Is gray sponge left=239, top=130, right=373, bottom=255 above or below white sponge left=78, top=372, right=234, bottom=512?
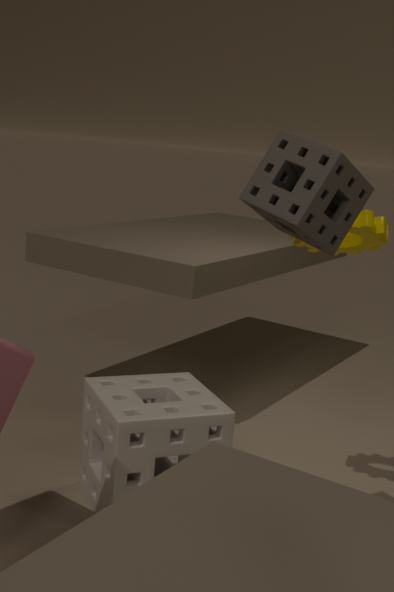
above
